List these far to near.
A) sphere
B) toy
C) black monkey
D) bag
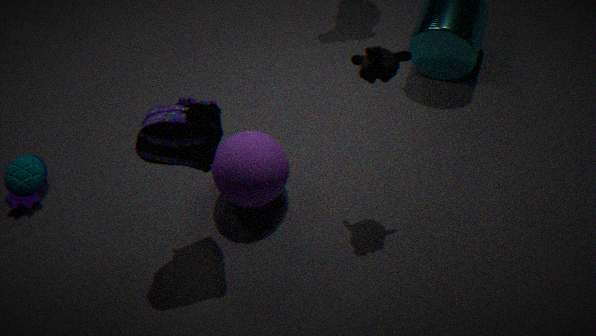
1. toy
2. sphere
3. black monkey
4. bag
